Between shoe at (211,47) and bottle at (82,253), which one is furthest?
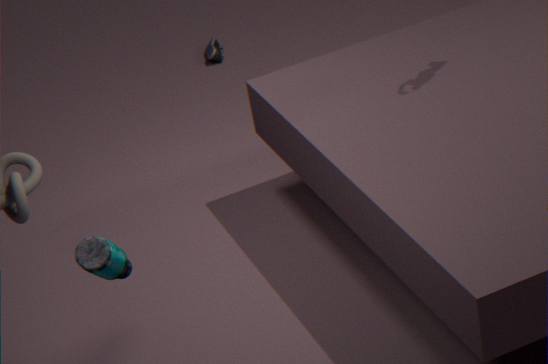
shoe at (211,47)
